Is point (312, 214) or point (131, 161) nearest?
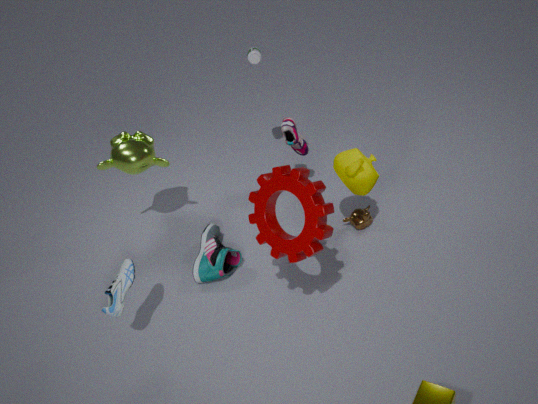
point (312, 214)
